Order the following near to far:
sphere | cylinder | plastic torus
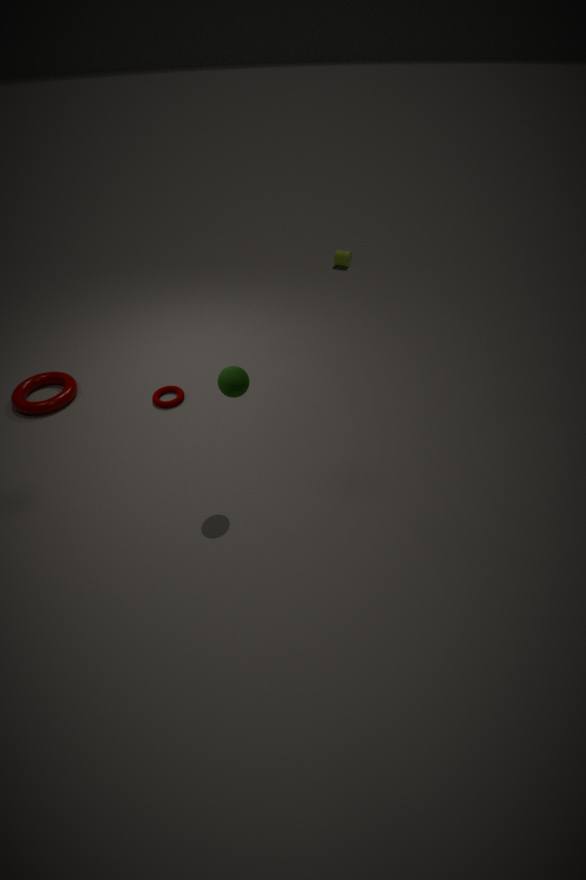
sphere < plastic torus < cylinder
